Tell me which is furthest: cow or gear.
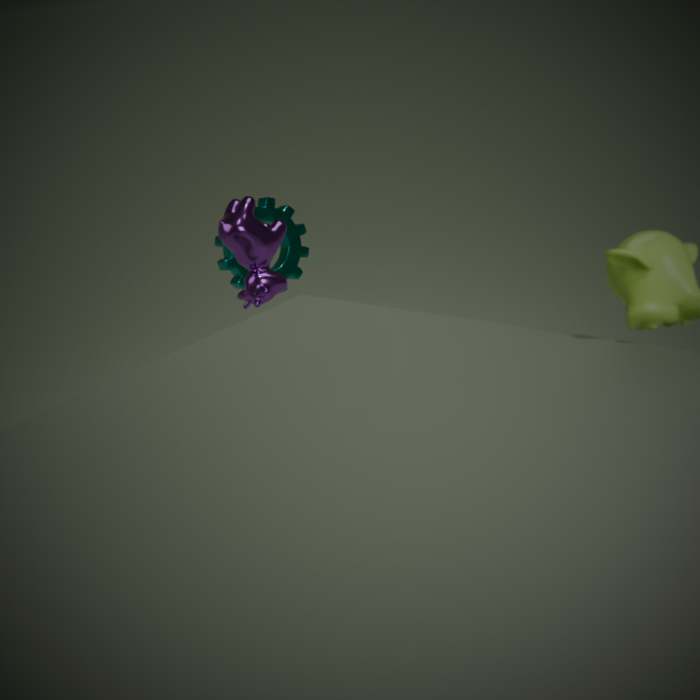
gear
